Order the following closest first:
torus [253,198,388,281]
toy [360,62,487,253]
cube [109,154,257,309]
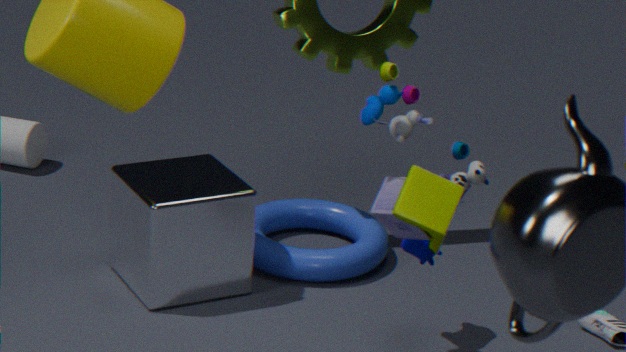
1. toy [360,62,487,253]
2. cube [109,154,257,309]
3. torus [253,198,388,281]
